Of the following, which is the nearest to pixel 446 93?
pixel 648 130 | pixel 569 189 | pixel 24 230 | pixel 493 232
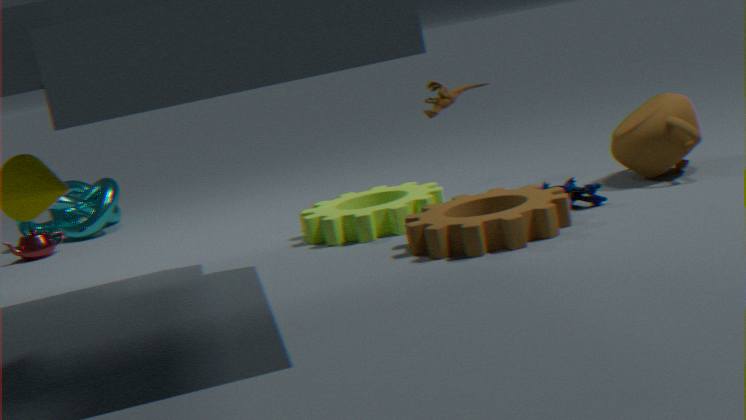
pixel 569 189
